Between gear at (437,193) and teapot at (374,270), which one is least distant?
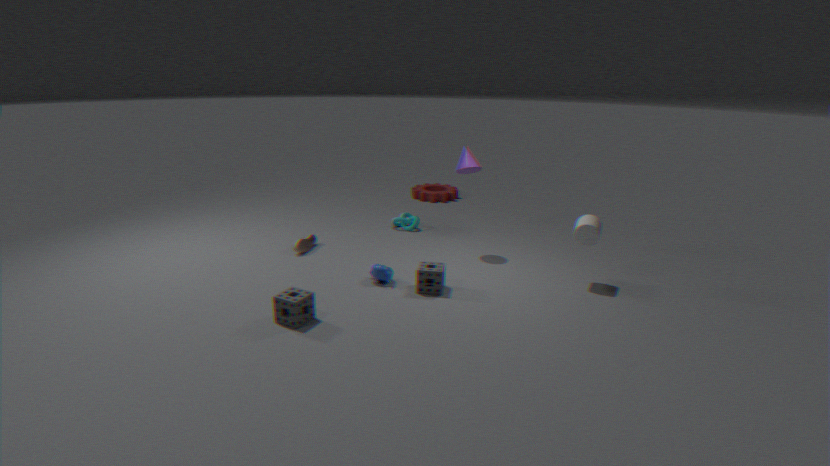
teapot at (374,270)
